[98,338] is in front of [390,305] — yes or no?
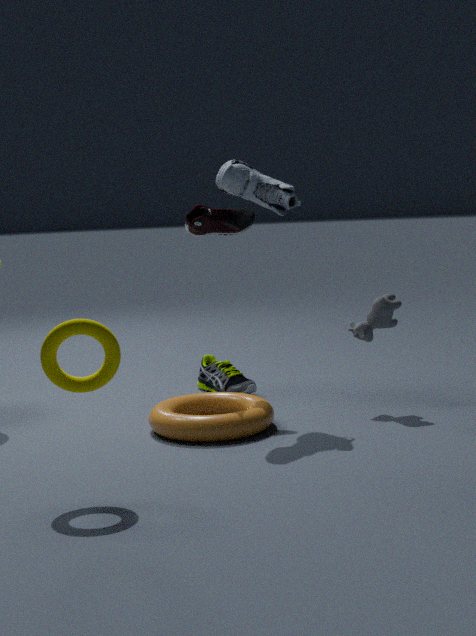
Yes
